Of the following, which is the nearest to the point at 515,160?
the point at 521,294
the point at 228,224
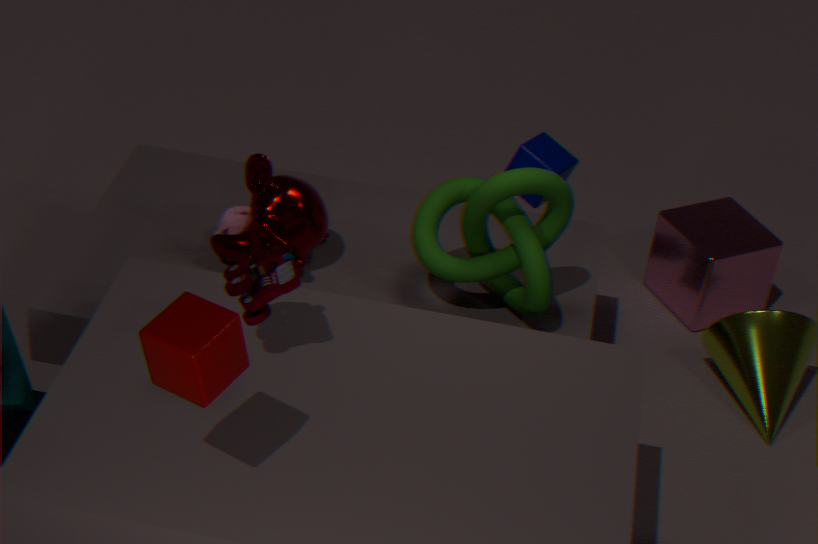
the point at 521,294
